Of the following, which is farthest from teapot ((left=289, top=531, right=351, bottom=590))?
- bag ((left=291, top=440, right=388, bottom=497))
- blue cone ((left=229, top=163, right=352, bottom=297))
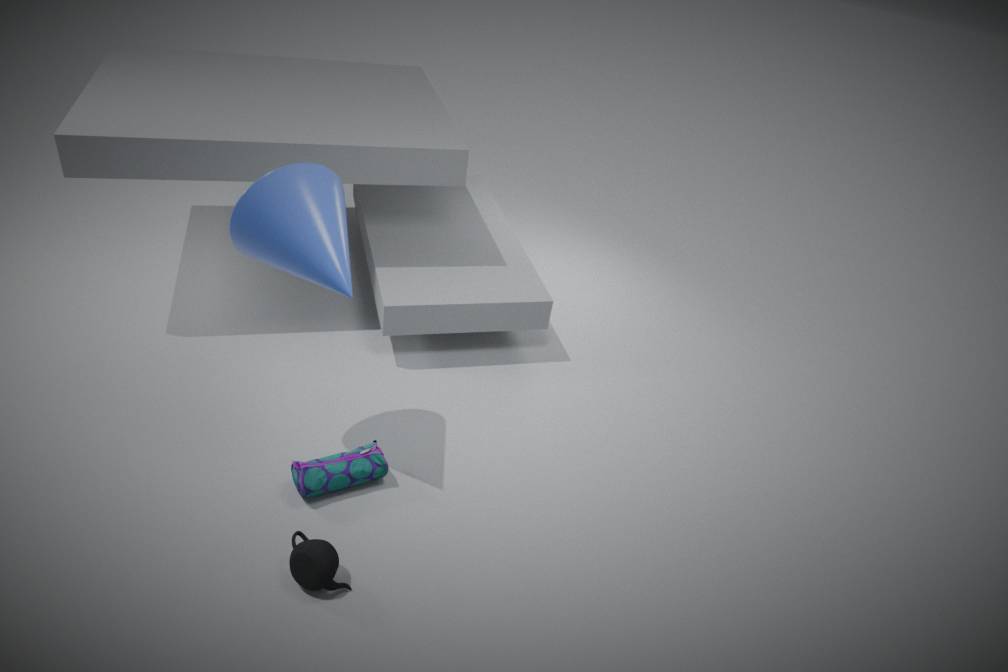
blue cone ((left=229, top=163, right=352, bottom=297))
